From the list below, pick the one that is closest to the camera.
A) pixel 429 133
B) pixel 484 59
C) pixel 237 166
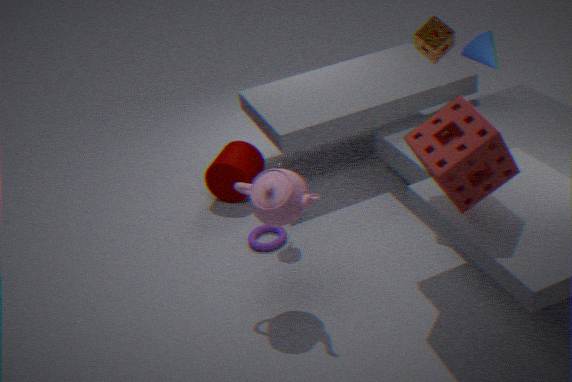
pixel 429 133
